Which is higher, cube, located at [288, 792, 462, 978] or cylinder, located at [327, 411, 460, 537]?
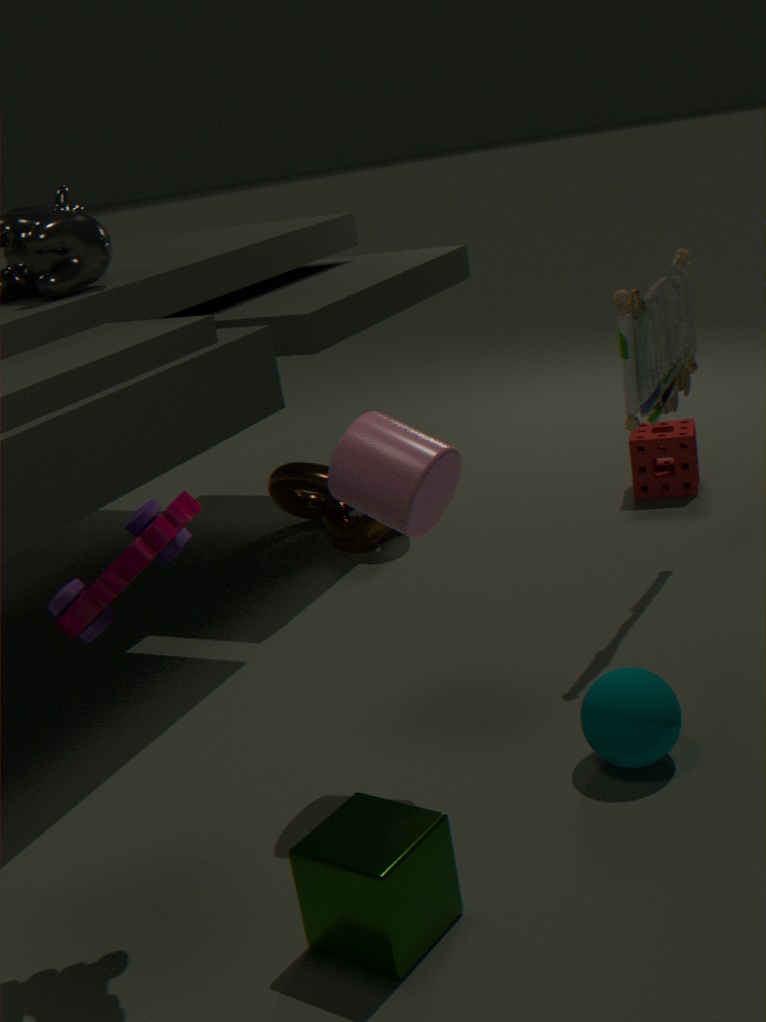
cylinder, located at [327, 411, 460, 537]
